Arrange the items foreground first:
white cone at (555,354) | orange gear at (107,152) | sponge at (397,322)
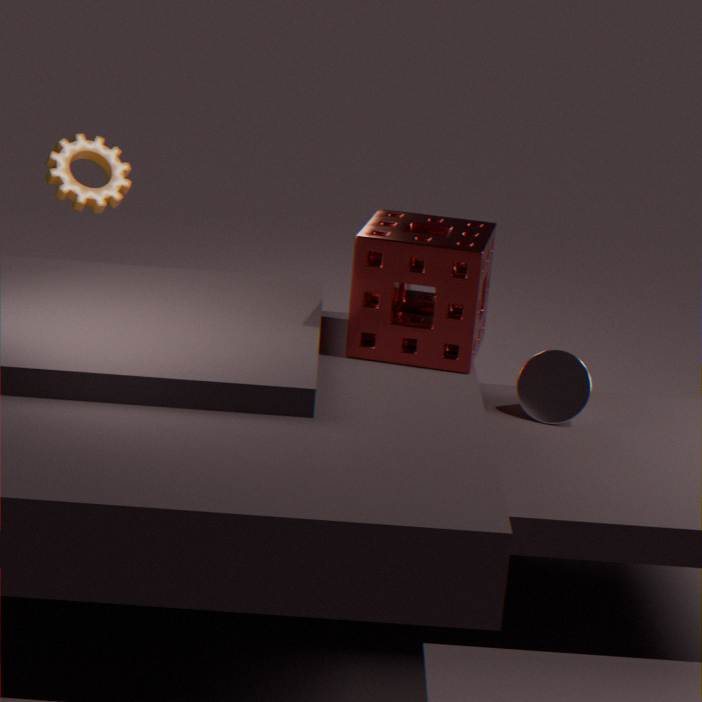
1. sponge at (397,322)
2. white cone at (555,354)
3. orange gear at (107,152)
